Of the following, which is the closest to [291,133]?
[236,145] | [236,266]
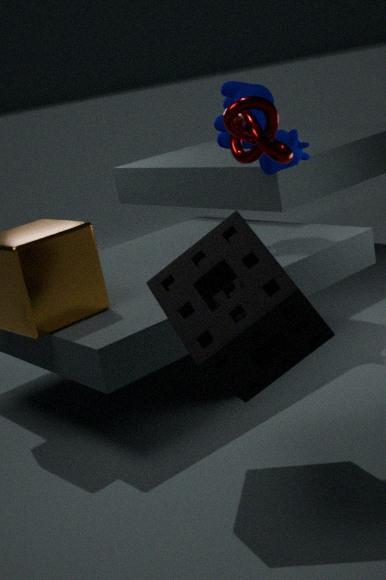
[236,145]
